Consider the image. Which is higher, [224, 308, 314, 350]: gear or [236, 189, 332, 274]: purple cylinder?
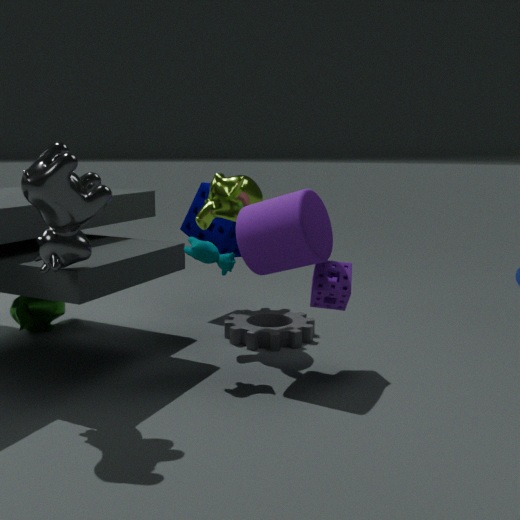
[236, 189, 332, 274]: purple cylinder
